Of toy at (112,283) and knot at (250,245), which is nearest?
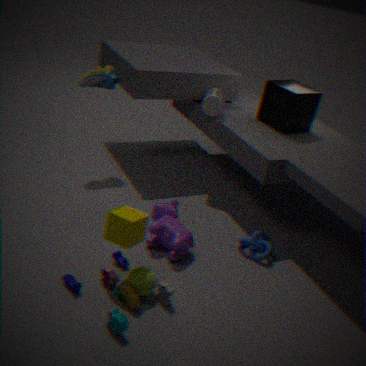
toy at (112,283)
